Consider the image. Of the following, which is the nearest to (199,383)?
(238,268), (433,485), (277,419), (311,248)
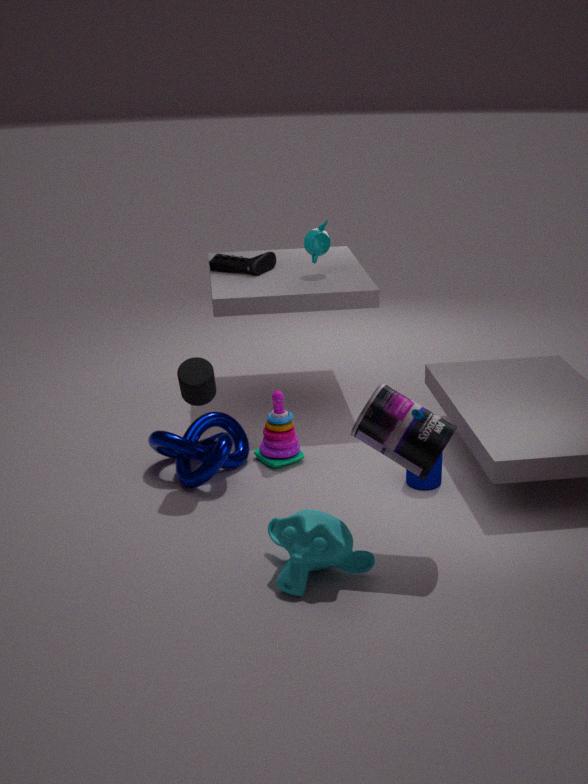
(277,419)
